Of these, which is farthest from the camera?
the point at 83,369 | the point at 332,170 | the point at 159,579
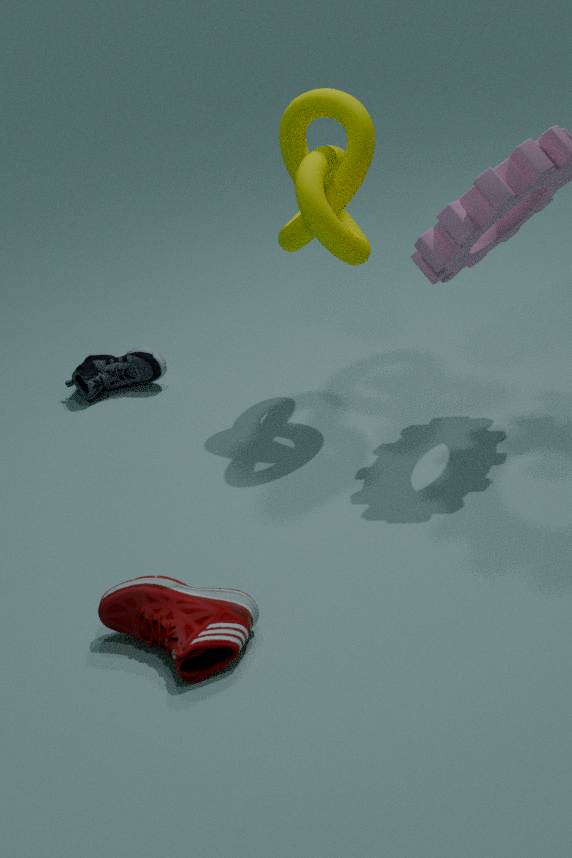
the point at 83,369
